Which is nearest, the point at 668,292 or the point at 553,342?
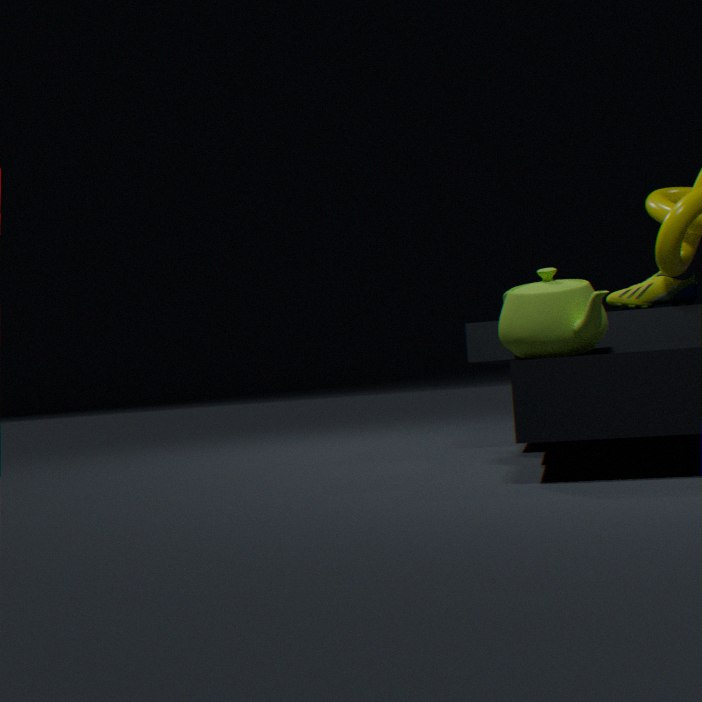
the point at 553,342
